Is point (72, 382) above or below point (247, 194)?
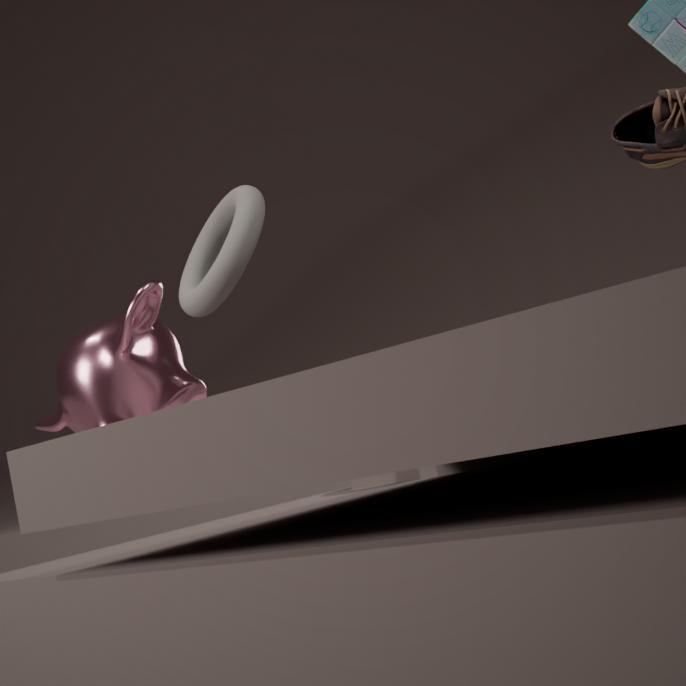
below
